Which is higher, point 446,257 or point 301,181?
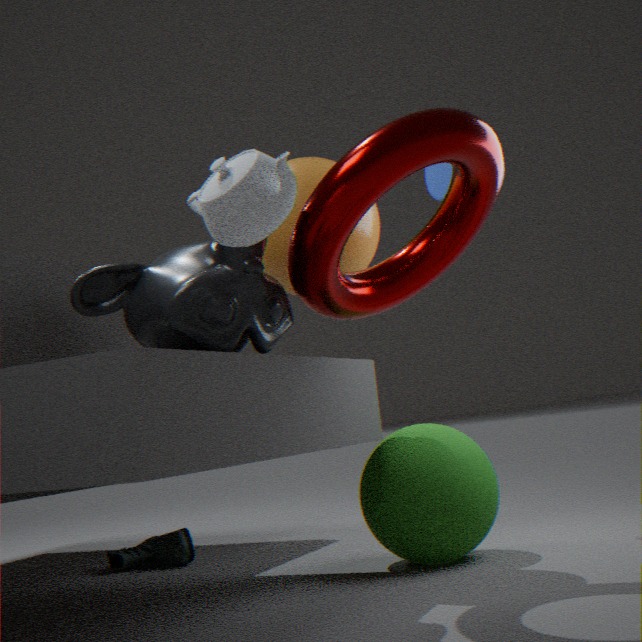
point 301,181
